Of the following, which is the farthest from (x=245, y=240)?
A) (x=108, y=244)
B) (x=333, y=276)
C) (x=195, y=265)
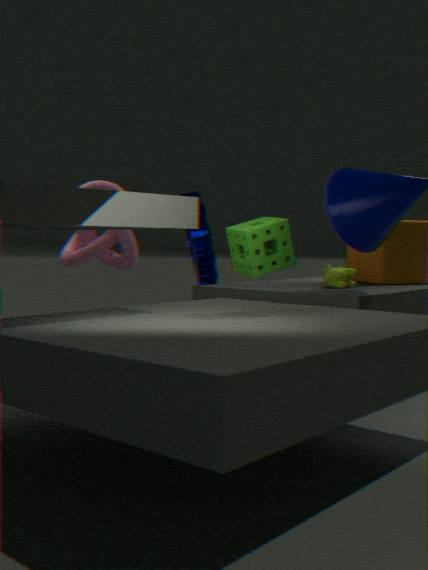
(x=108, y=244)
